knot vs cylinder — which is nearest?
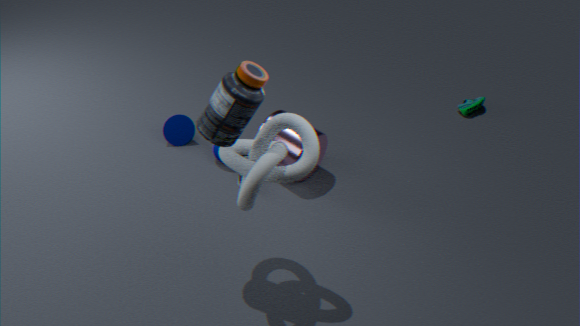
knot
